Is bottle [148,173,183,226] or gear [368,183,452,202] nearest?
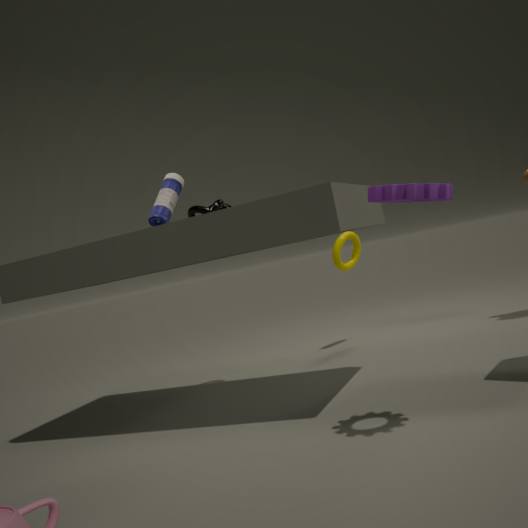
gear [368,183,452,202]
